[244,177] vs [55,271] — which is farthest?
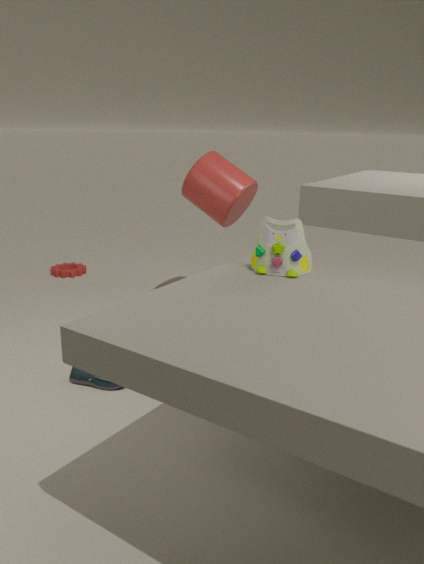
[55,271]
